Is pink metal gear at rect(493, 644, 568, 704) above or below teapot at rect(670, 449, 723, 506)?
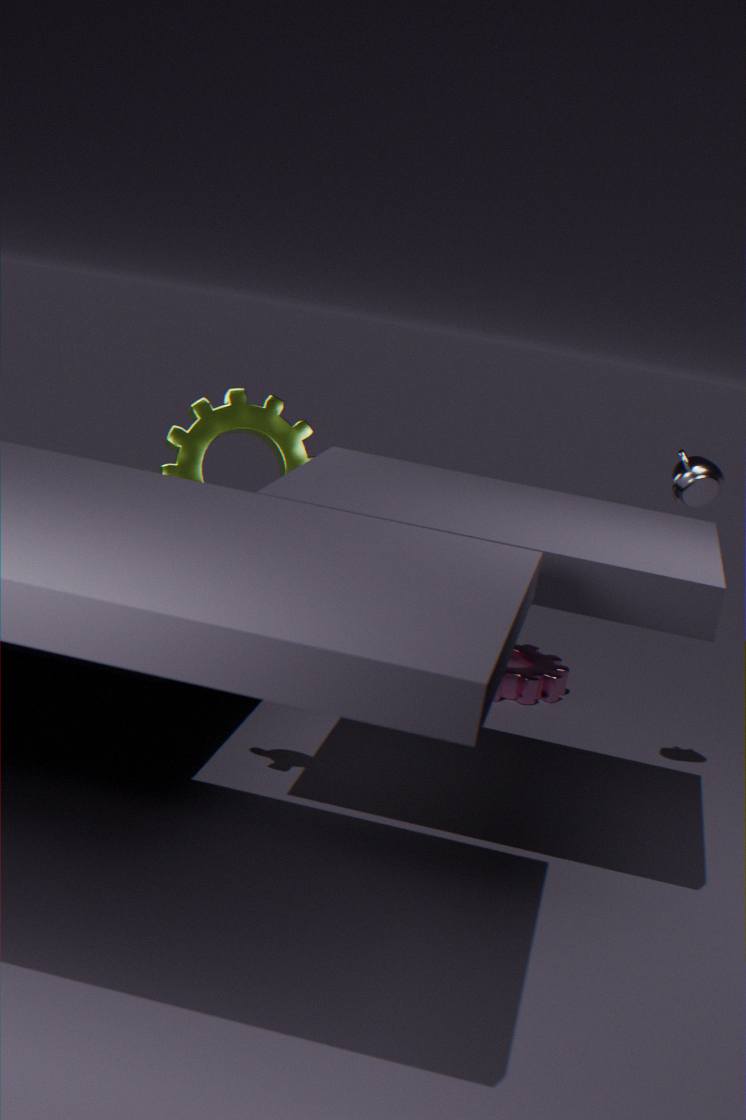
below
